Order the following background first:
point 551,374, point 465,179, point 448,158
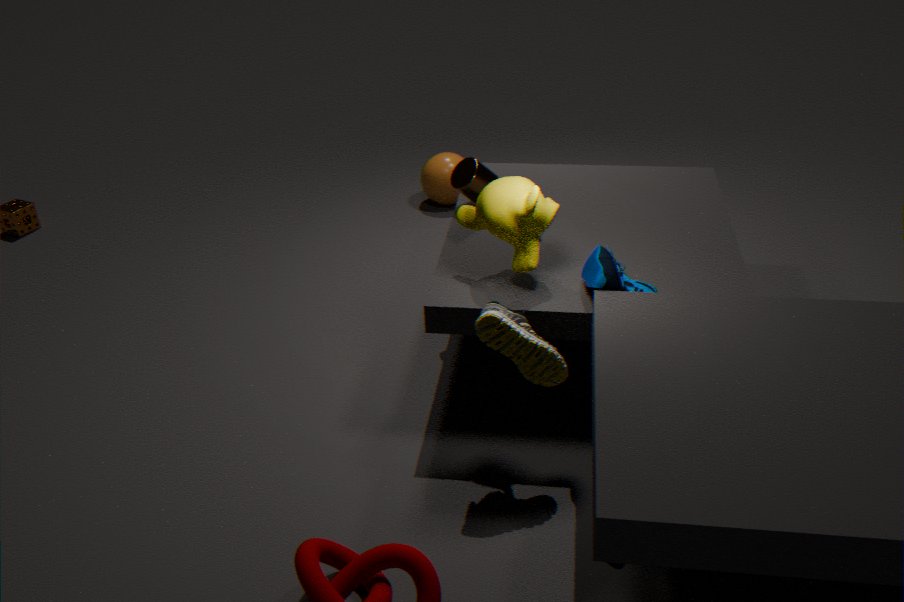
point 448,158 → point 465,179 → point 551,374
